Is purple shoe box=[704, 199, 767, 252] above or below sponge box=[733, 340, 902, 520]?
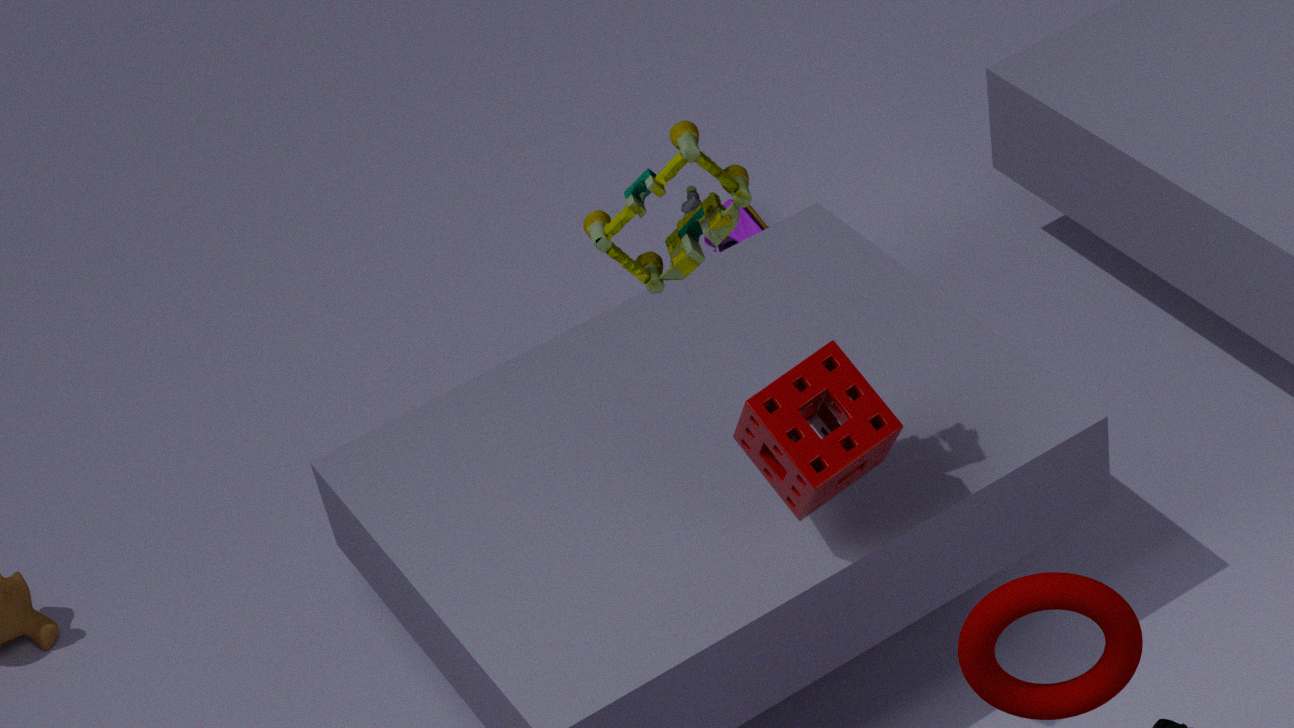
below
